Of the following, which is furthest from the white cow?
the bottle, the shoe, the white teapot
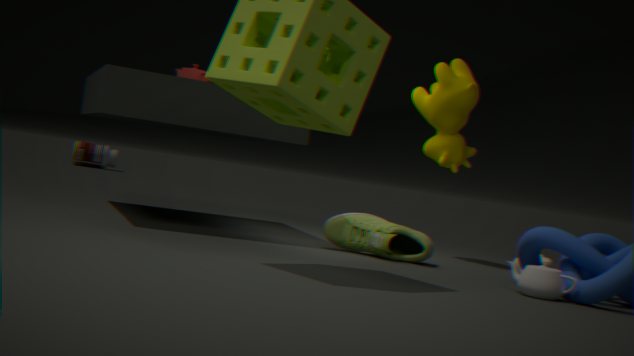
the bottle
